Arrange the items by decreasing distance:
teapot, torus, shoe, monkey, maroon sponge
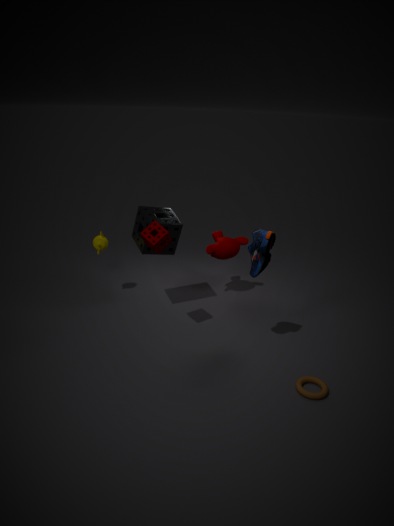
monkey
teapot
maroon sponge
shoe
torus
